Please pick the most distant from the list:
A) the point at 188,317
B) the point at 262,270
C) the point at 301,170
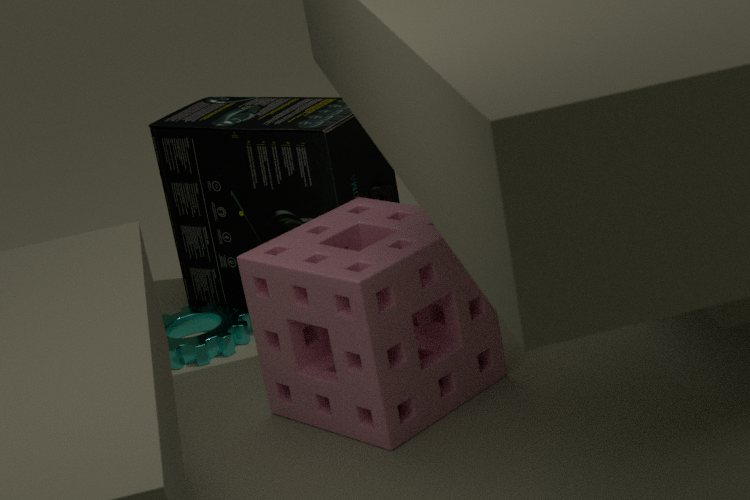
the point at 188,317
